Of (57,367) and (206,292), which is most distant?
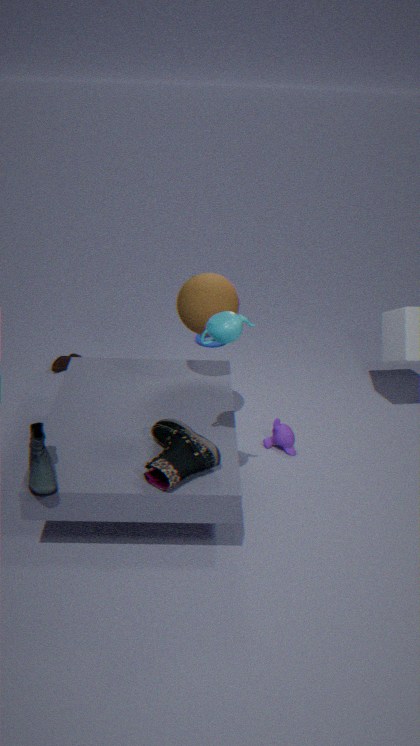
(57,367)
